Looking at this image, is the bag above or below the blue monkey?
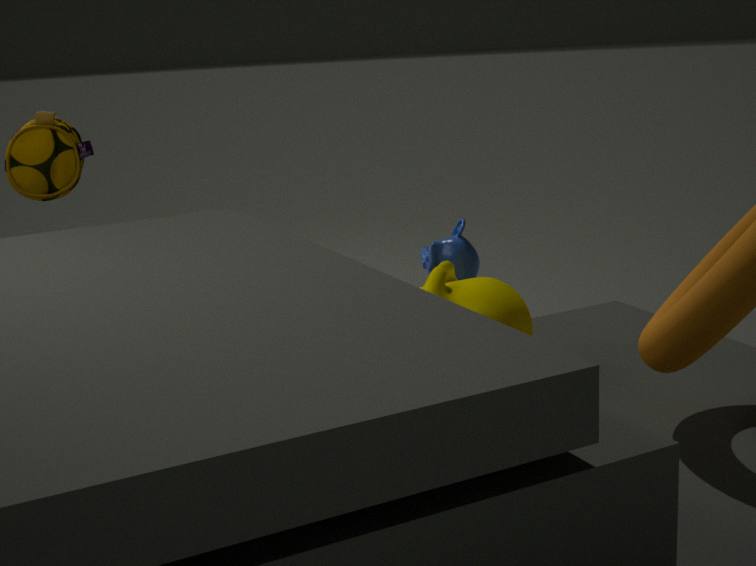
above
